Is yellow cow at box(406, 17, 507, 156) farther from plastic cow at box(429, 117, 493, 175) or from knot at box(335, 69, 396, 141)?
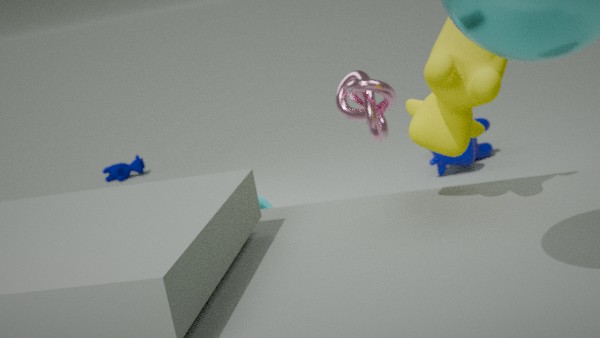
plastic cow at box(429, 117, 493, 175)
